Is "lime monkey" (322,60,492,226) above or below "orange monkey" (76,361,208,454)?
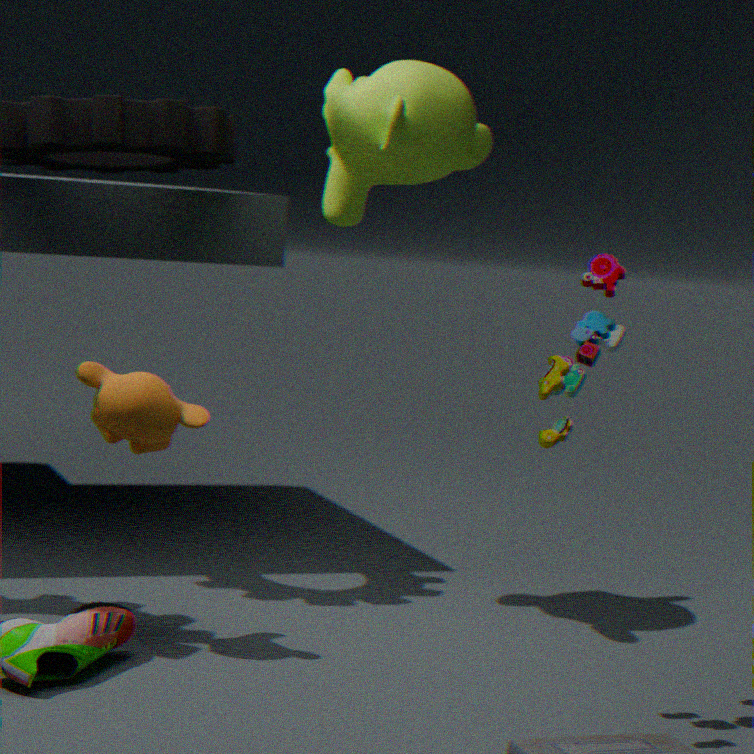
above
